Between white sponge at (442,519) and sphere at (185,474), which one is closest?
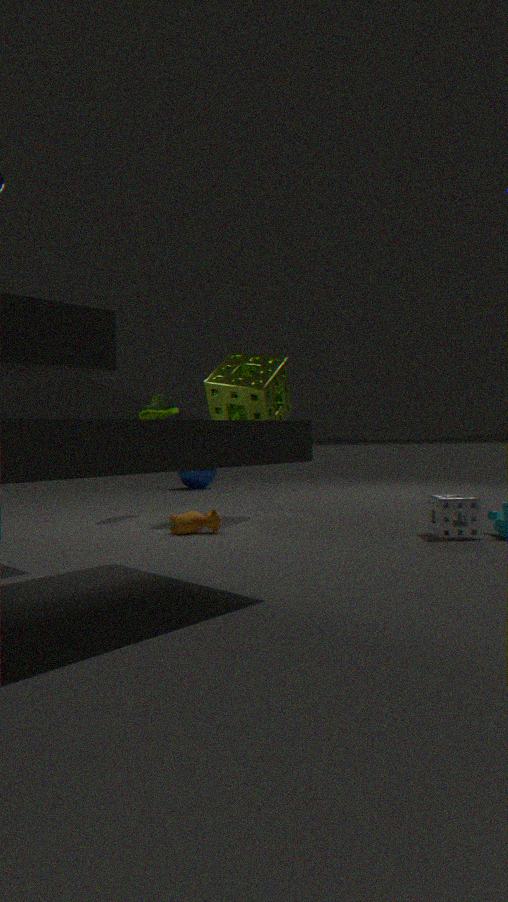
white sponge at (442,519)
